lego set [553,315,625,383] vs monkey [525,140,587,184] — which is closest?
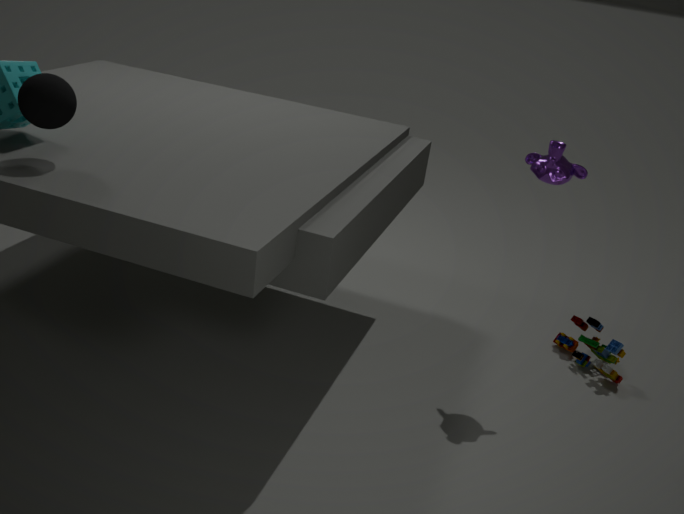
monkey [525,140,587,184]
